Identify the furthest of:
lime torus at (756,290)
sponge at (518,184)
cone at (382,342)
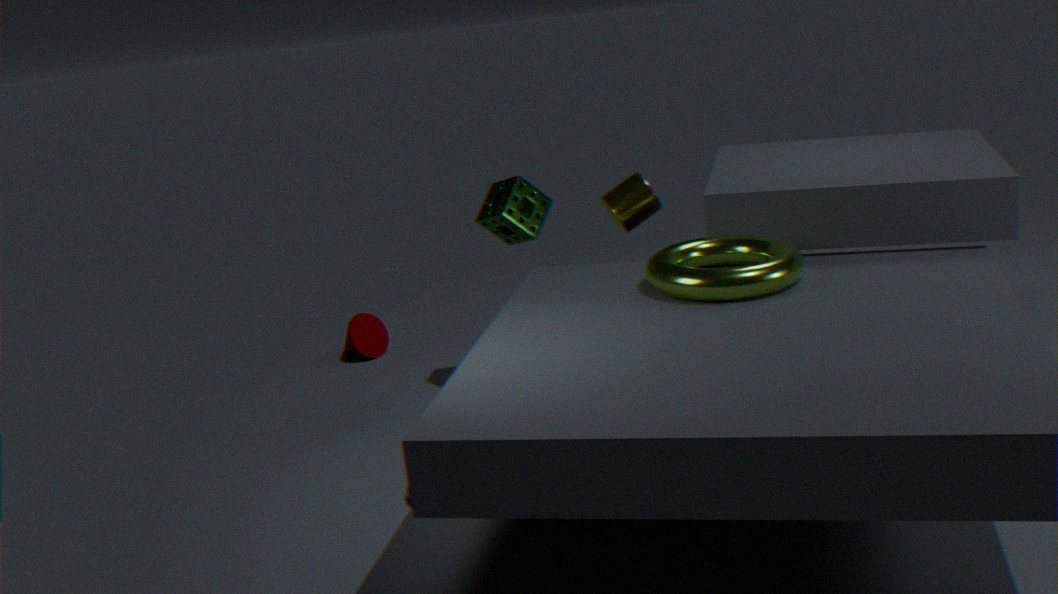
cone at (382,342)
